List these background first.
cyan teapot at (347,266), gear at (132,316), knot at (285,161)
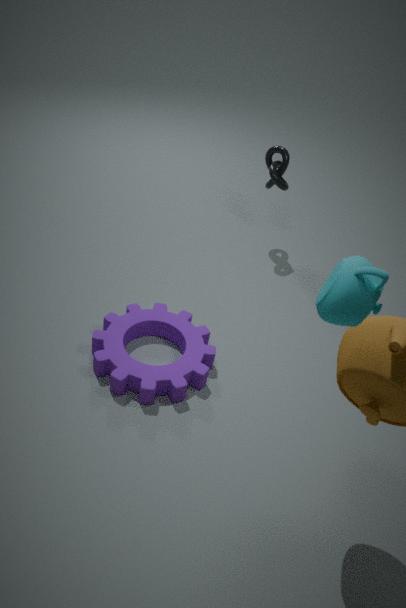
knot at (285,161) < gear at (132,316) < cyan teapot at (347,266)
